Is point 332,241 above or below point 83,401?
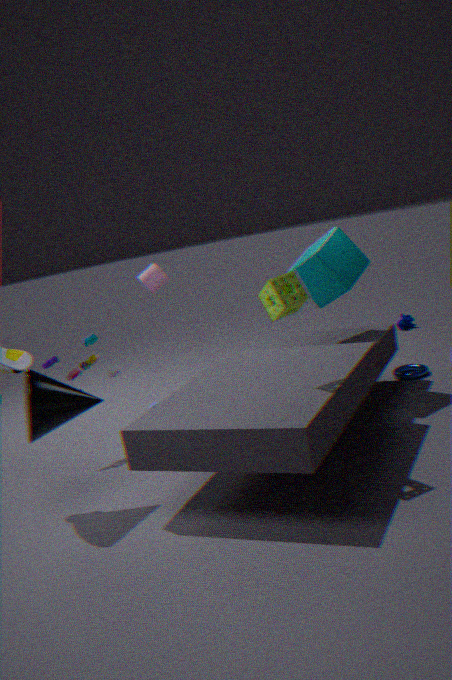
above
